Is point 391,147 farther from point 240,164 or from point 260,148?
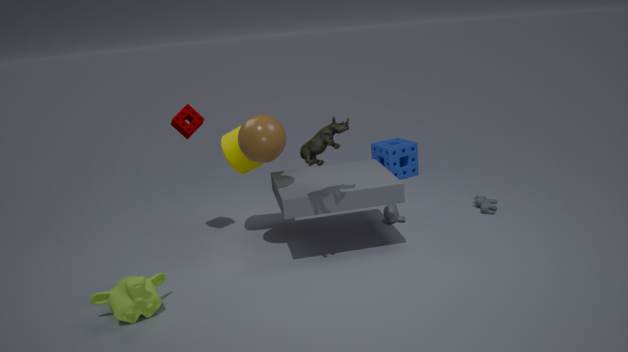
point 260,148
